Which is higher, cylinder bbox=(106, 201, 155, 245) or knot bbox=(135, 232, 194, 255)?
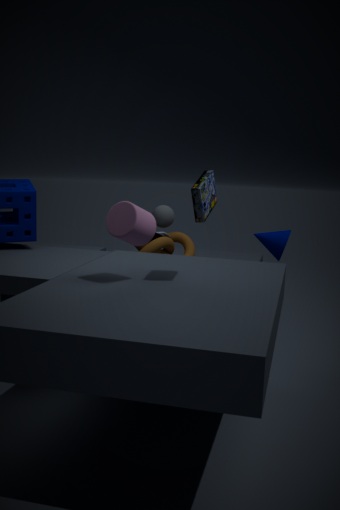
cylinder bbox=(106, 201, 155, 245)
